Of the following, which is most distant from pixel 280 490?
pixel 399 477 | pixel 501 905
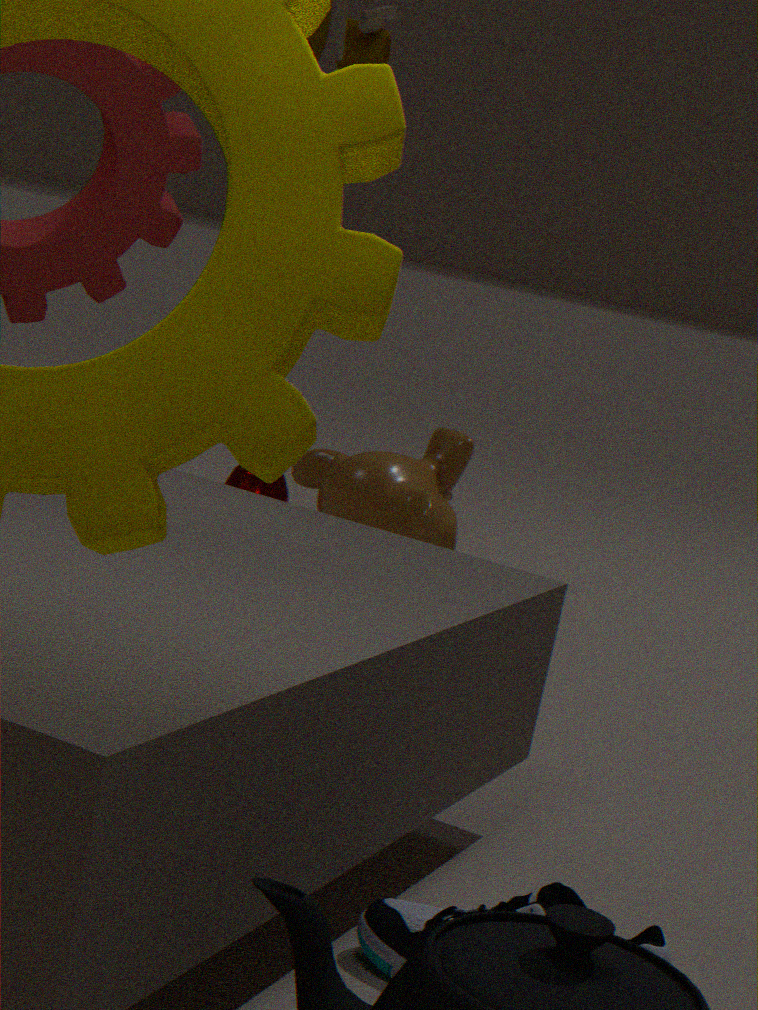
pixel 501 905
